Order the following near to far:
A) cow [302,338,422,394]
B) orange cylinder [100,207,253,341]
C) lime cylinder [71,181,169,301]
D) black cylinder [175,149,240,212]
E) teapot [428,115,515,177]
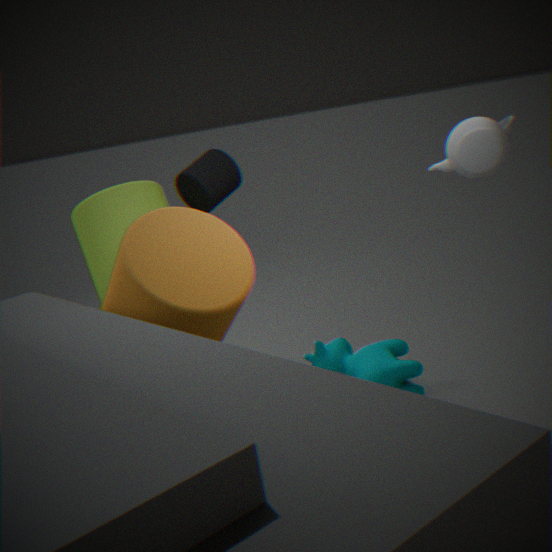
orange cylinder [100,207,253,341], teapot [428,115,515,177], lime cylinder [71,181,169,301], black cylinder [175,149,240,212], cow [302,338,422,394]
